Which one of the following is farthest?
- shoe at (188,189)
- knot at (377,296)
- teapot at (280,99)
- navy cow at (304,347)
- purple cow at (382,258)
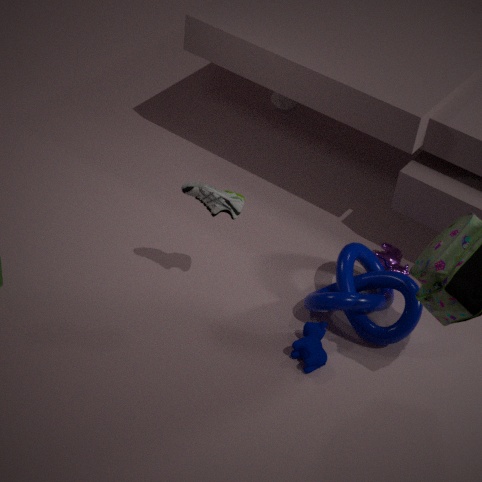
teapot at (280,99)
